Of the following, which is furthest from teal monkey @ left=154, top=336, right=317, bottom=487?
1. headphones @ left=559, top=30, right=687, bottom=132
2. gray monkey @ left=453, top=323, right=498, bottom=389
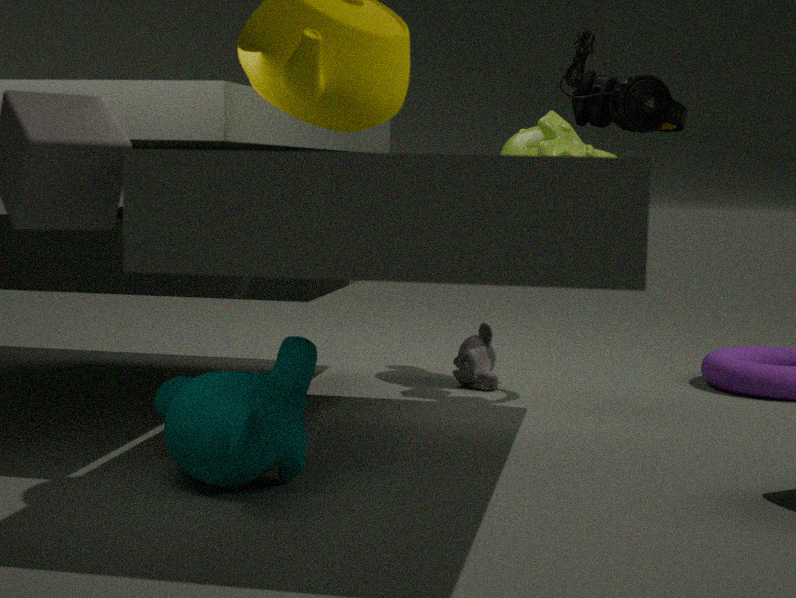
gray monkey @ left=453, top=323, right=498, bottom=389
